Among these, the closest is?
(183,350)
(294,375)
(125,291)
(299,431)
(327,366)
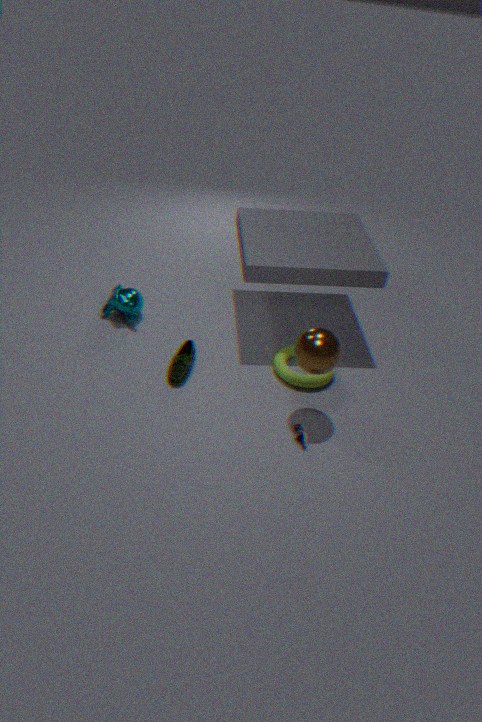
(327,366)
